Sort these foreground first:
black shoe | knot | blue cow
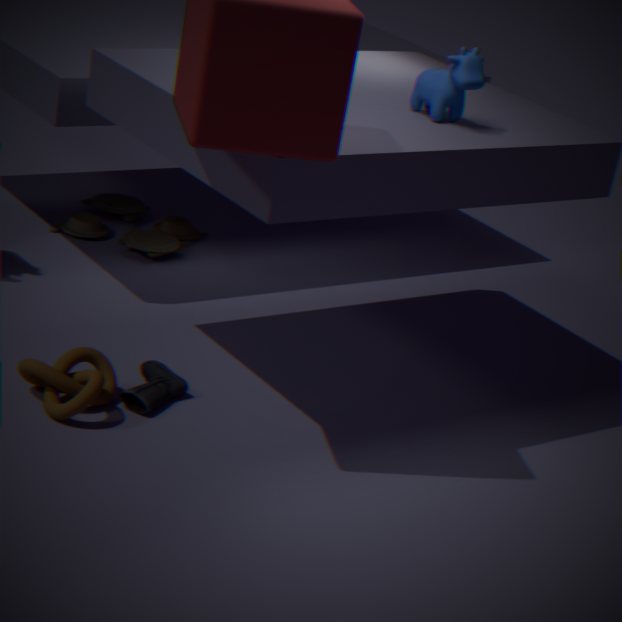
knot → blue cow → black shoe
